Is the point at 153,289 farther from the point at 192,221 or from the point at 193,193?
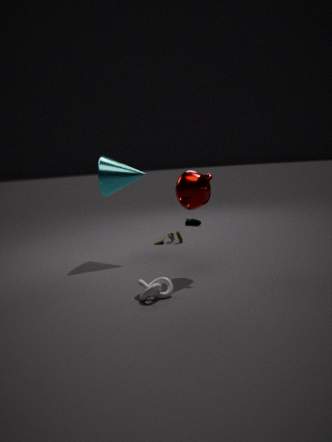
the point at 192,221
